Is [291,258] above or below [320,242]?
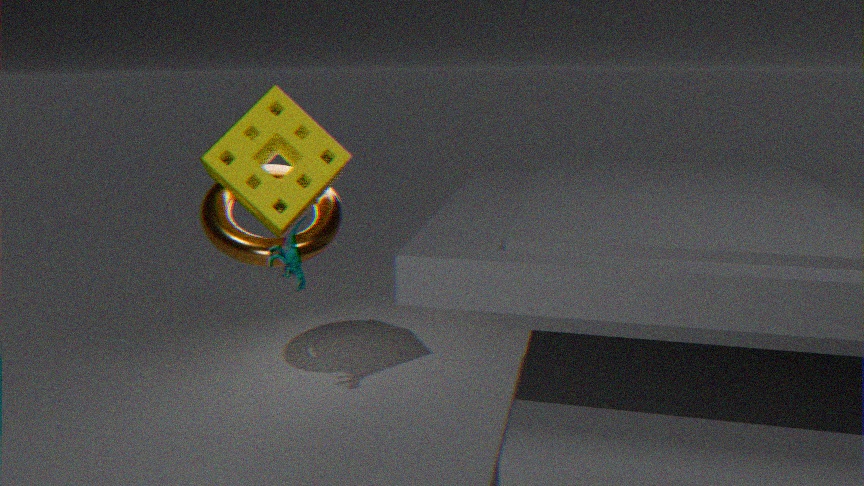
below
